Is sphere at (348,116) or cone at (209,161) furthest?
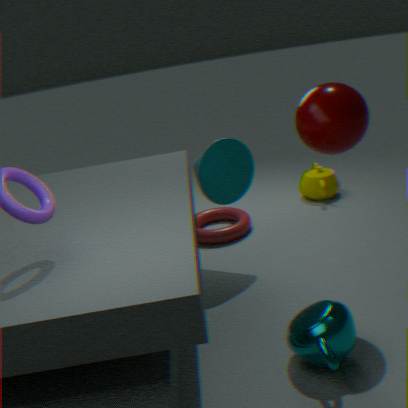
cone at (209,161)
